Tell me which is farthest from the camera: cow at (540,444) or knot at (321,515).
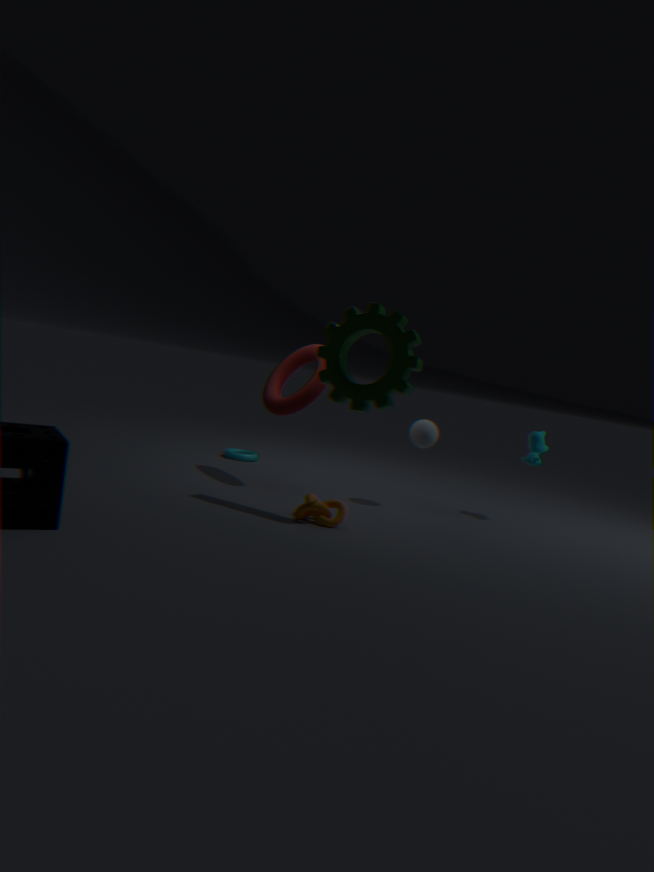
cow at (540,444)
